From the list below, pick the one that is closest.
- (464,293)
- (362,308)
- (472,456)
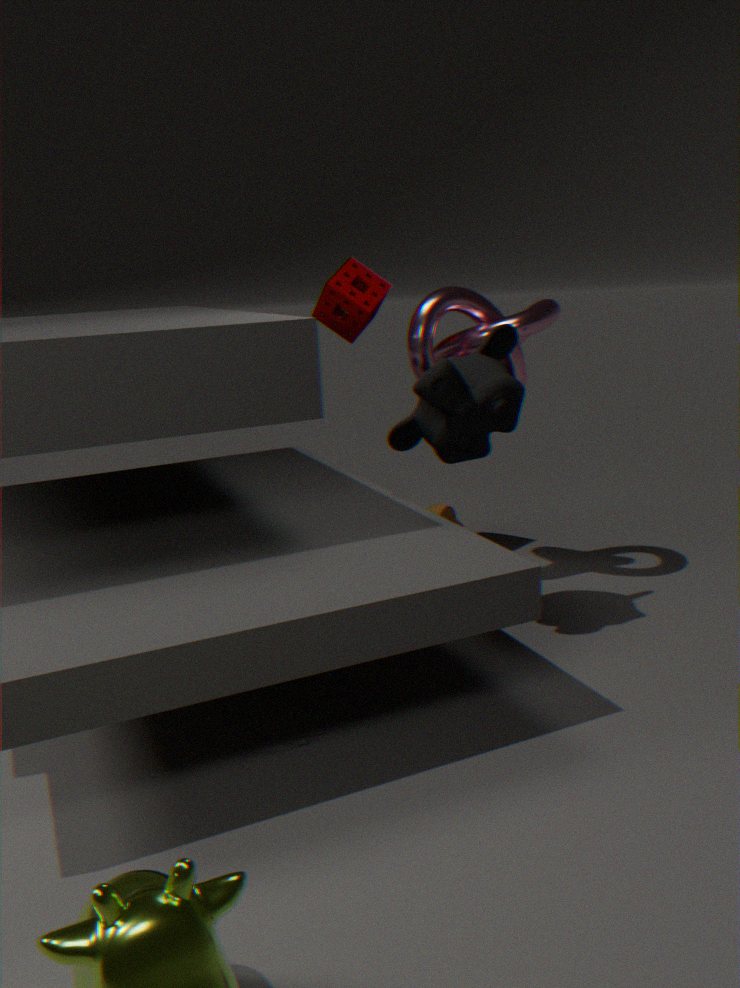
(472,456)
